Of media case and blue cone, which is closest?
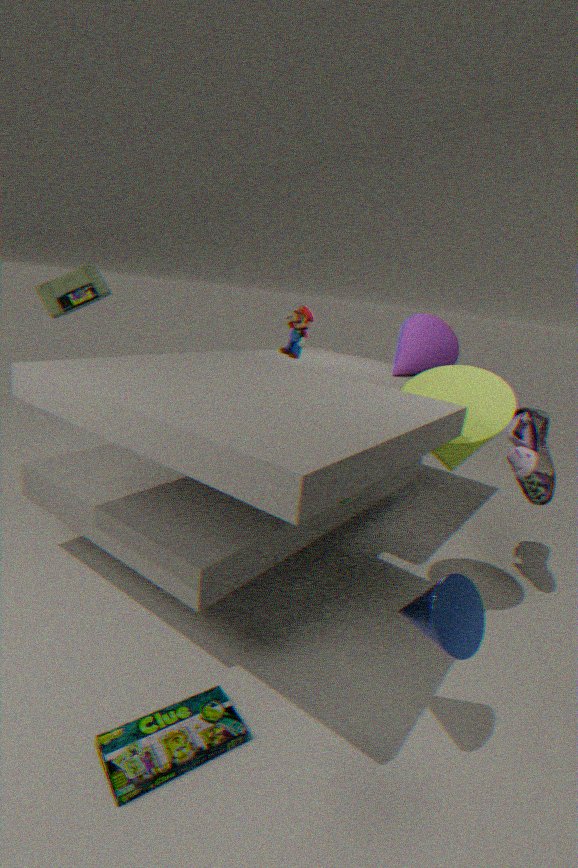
blue cone
